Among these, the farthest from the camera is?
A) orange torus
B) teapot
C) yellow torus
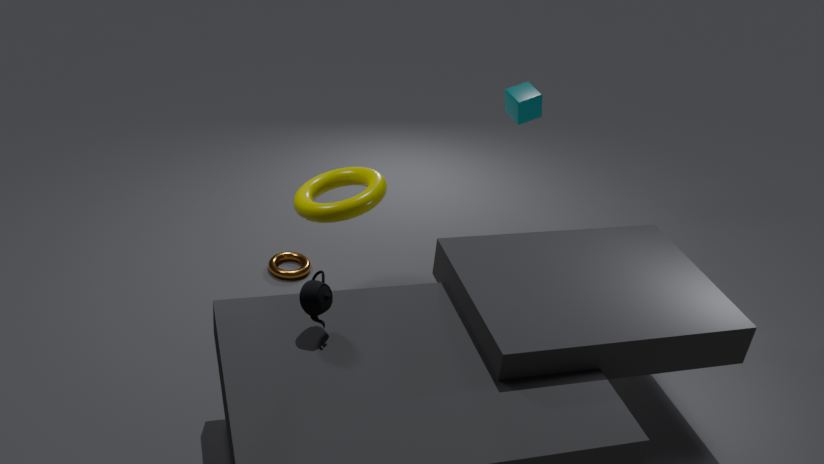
orange torus
